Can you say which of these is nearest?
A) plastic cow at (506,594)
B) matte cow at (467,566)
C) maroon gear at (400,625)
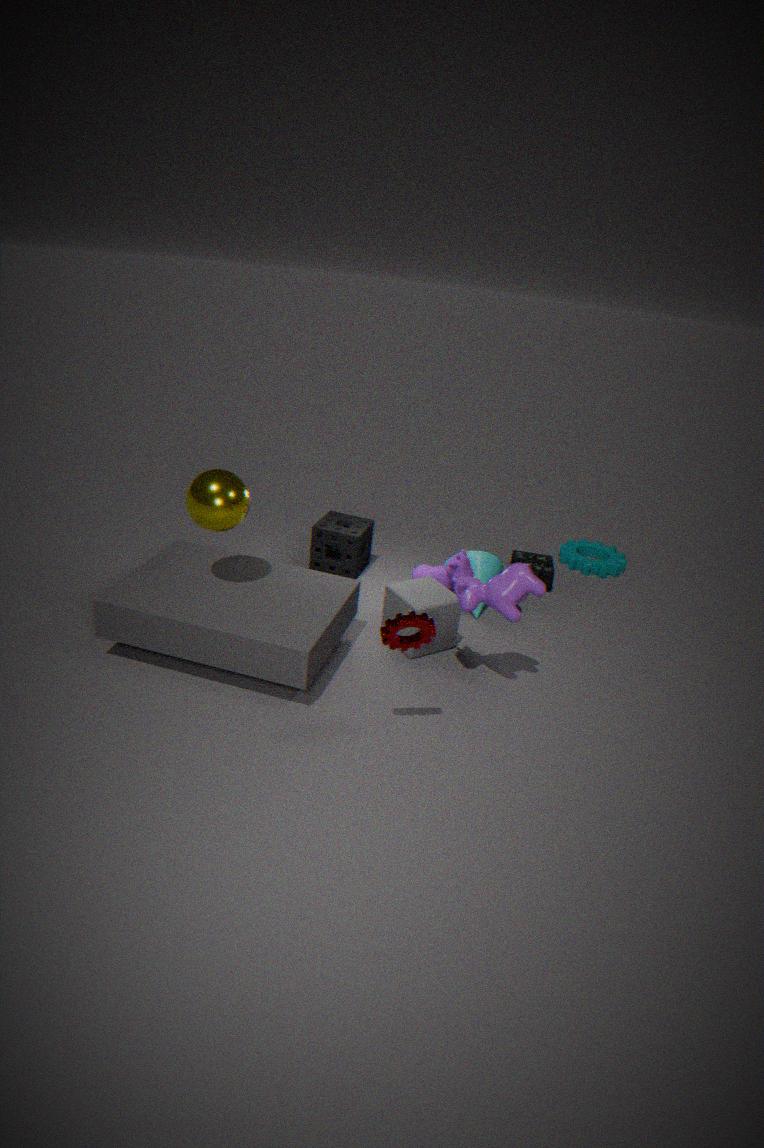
maroon gear at (400,625)
